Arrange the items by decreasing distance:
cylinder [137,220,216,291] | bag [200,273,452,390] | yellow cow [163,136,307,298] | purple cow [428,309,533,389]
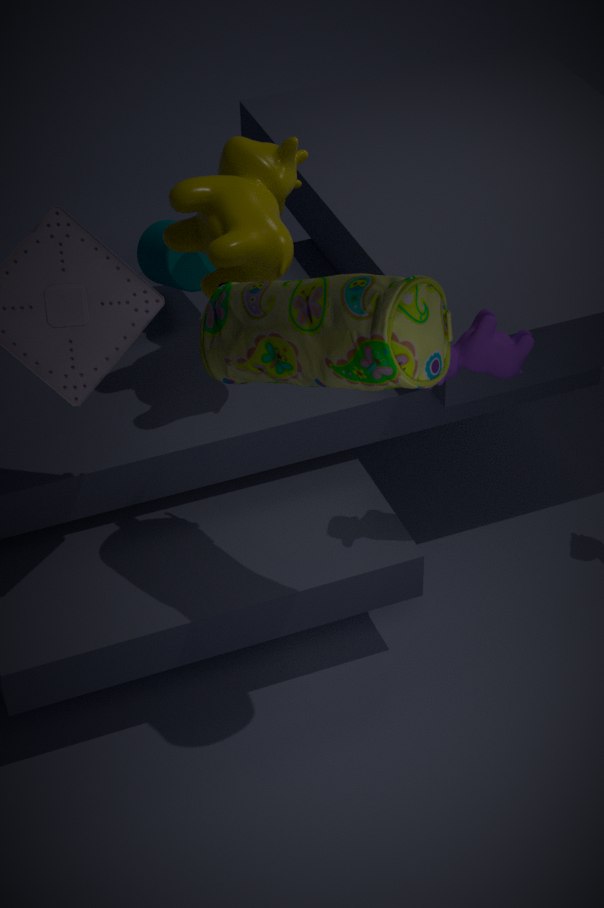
cylinder [137,220,216,291] < yellow cow [163,136,307,298] < purple cow [428,309,533,389] < bag [200,273,452,390]
